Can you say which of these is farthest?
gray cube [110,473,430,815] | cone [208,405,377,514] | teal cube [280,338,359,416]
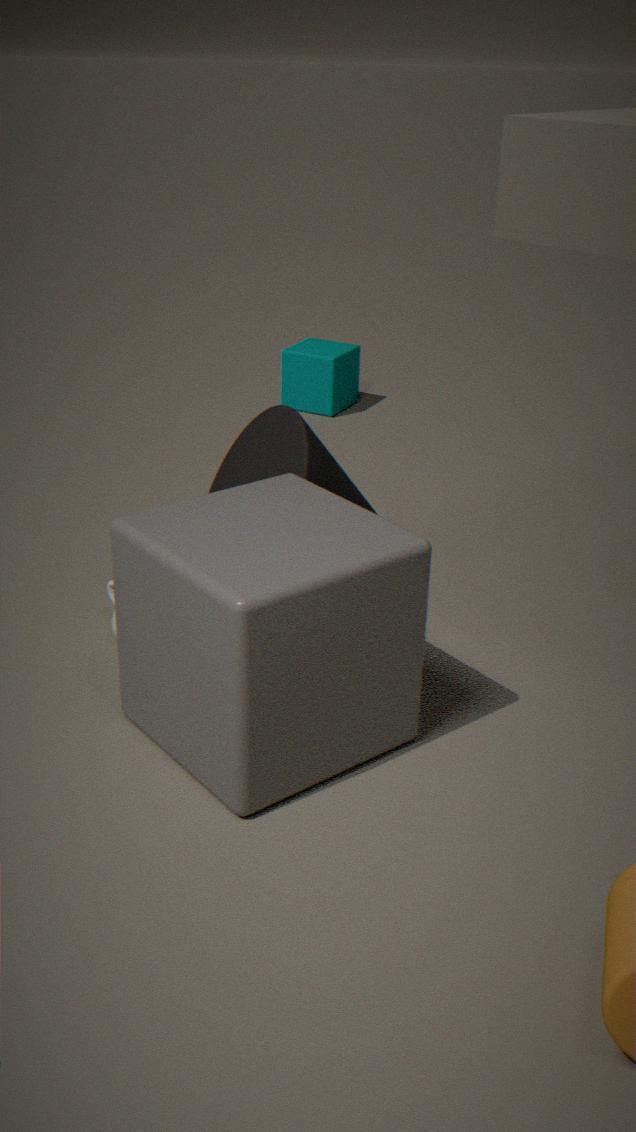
teal cube [280,338,359,416]
